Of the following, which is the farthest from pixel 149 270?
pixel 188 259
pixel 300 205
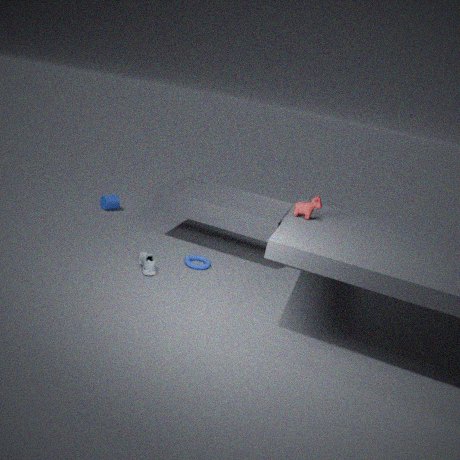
pixel 300 205
